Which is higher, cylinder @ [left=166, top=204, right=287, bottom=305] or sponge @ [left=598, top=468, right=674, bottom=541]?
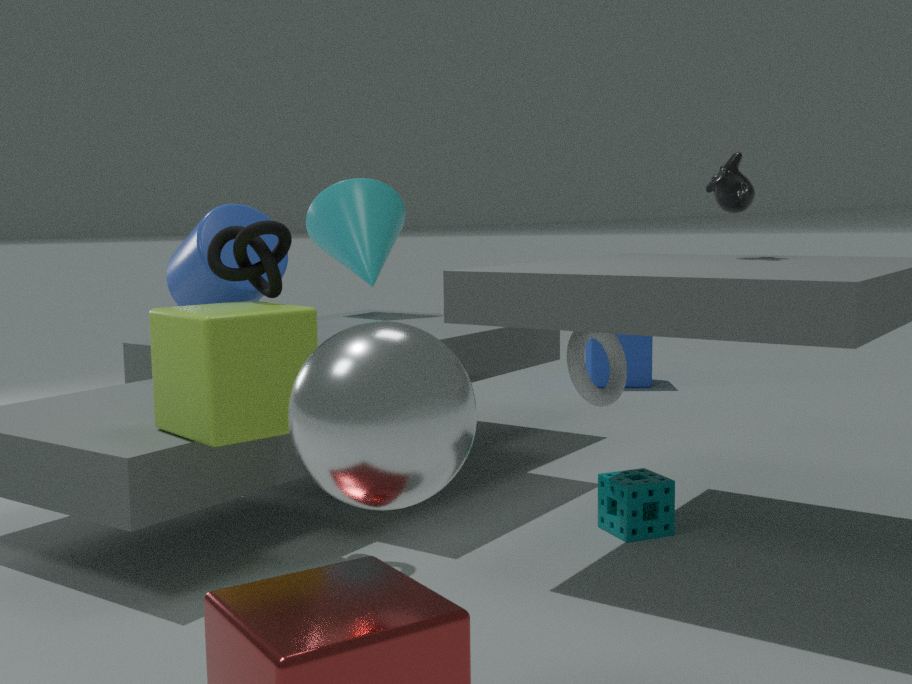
cylinder @ [left=166, top=204, right=287, bottom=305]
